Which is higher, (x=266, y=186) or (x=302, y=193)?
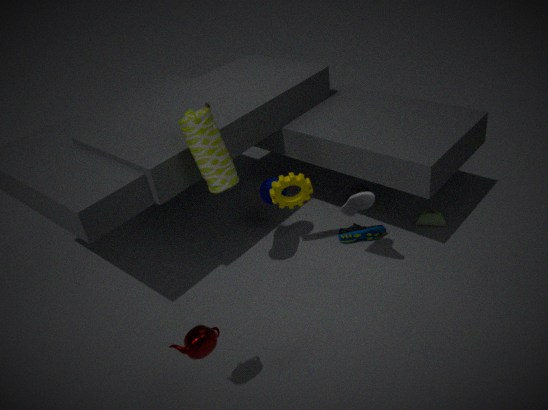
(x=302, y=193)
